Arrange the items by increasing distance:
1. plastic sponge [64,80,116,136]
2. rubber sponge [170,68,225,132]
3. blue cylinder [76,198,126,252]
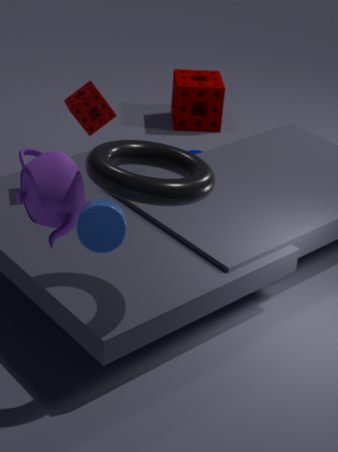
blue cylinder [76,198,126,252]
plastic sponge [64,80,116,136]
rubber sponge [170,68,225,132]
